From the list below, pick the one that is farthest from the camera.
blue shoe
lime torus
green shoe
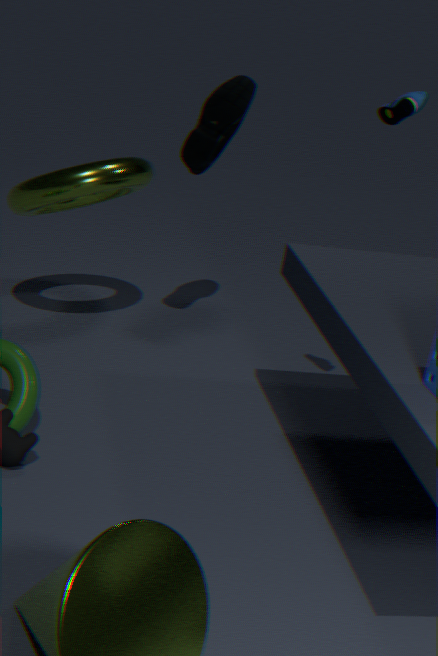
blue shoe
